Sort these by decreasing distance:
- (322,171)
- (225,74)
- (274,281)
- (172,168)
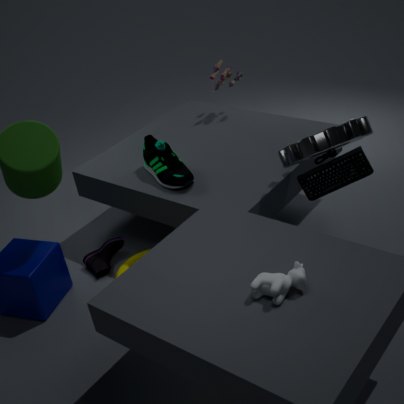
Answer: (225,74), (172,168), (322,171), (274,281)
